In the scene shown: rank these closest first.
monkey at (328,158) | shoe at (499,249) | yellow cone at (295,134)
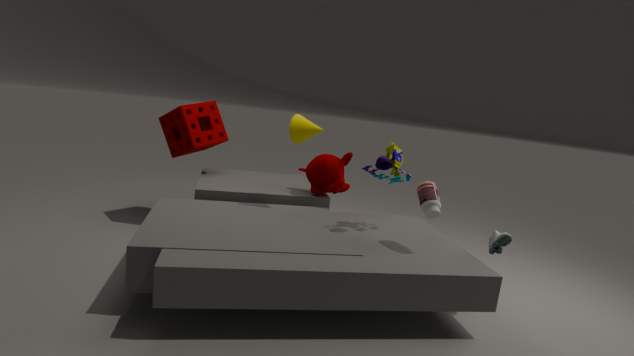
shoe at (499,249) < yellow cone at (295,134) < monkey at (328,158)
